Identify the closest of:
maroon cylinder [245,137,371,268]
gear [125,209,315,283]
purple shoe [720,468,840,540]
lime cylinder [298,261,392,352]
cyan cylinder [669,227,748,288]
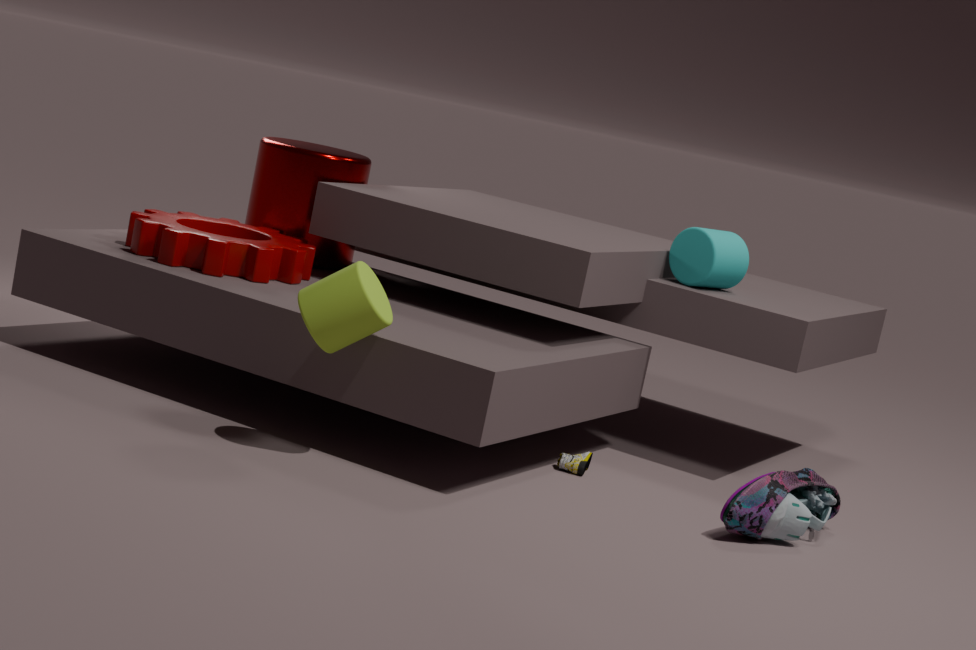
lime cylinder [298,261,392,352]
